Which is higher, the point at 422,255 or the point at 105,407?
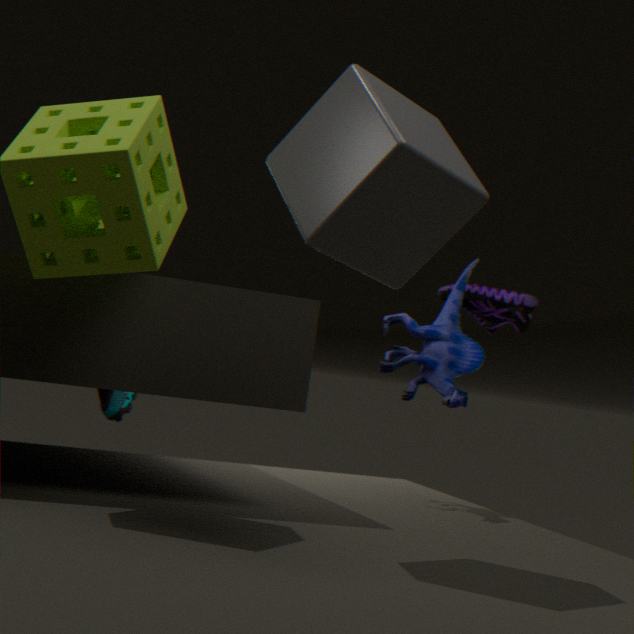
the point at 422,255
